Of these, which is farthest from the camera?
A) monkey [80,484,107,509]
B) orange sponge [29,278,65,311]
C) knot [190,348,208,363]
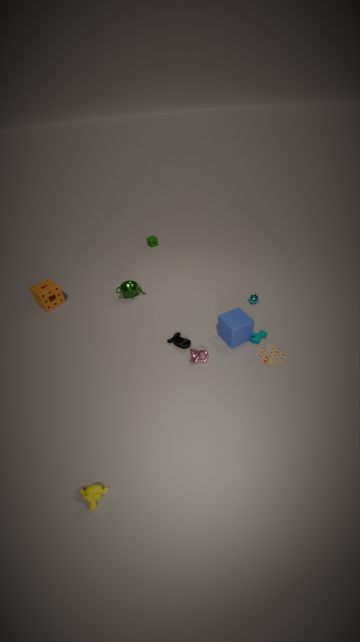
orange sponge [29,278,65,311]
